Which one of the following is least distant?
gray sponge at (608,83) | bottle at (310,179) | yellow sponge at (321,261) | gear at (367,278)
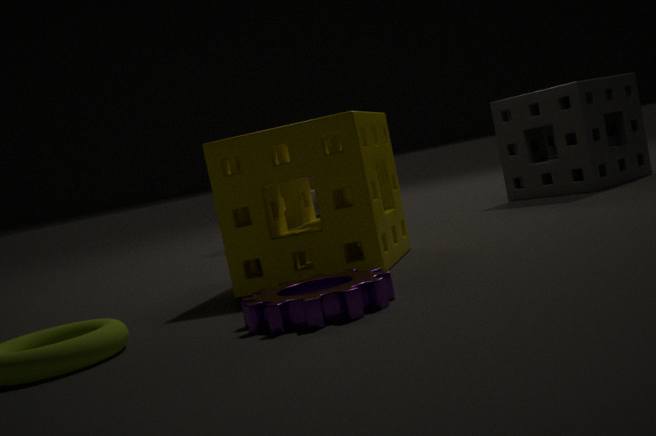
gear at (367,278)
